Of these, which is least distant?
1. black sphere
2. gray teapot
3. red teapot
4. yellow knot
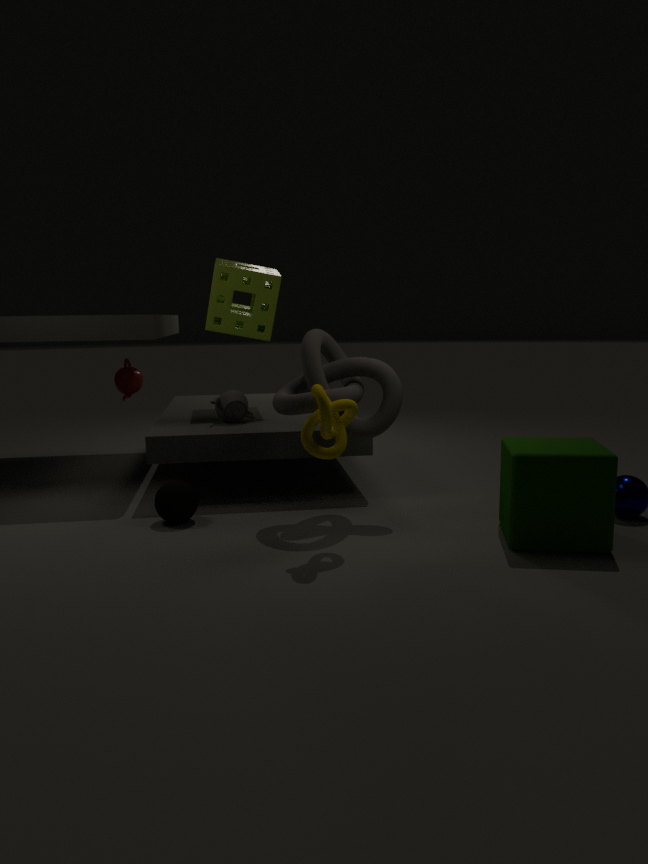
yellow knot
